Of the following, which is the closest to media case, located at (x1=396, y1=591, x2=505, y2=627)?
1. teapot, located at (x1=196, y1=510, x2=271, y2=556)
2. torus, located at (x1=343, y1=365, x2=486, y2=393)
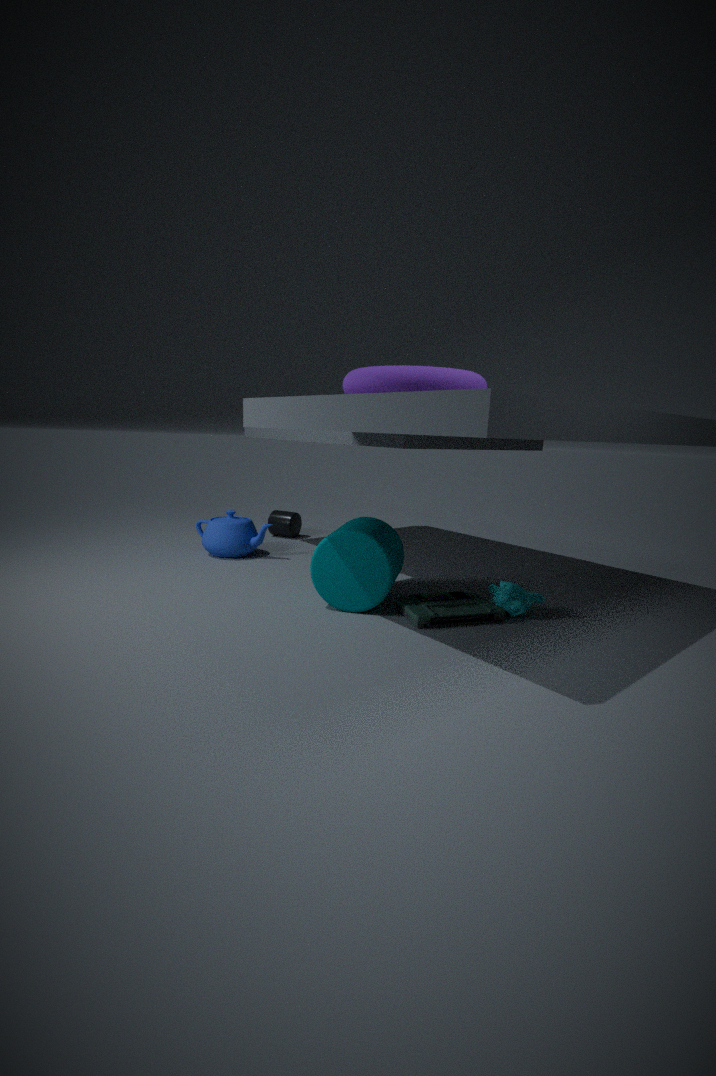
torus, located at (x1=343, y1=365, x2=486, y2=393)
